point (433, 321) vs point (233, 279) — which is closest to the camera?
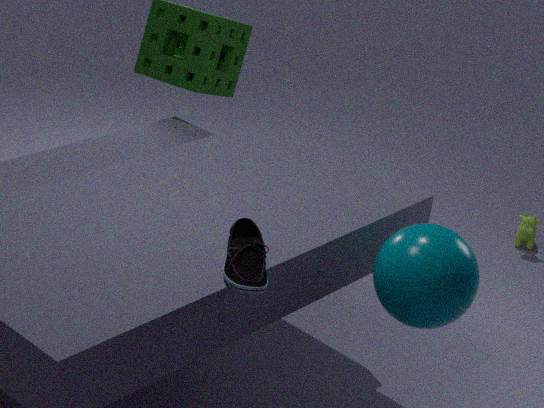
point (233, 279)
